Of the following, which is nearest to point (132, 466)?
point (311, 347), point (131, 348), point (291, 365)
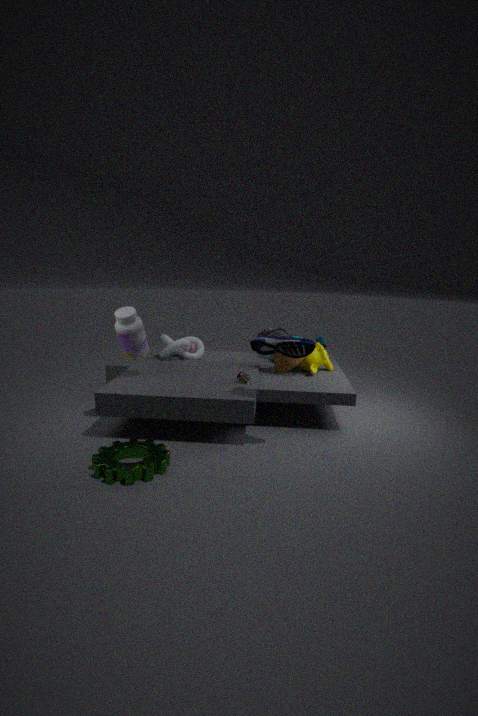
point (131, 348)
